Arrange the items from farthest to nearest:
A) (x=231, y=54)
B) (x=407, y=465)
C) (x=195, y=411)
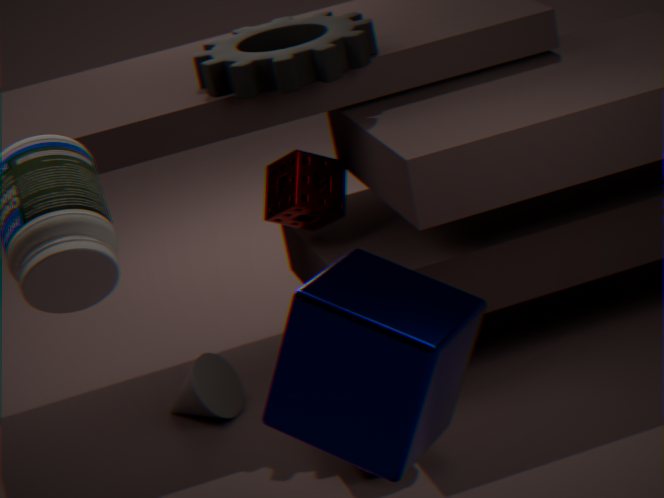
(x=195, y=411)
(x=231, y=54)
(x=407, y=465)
